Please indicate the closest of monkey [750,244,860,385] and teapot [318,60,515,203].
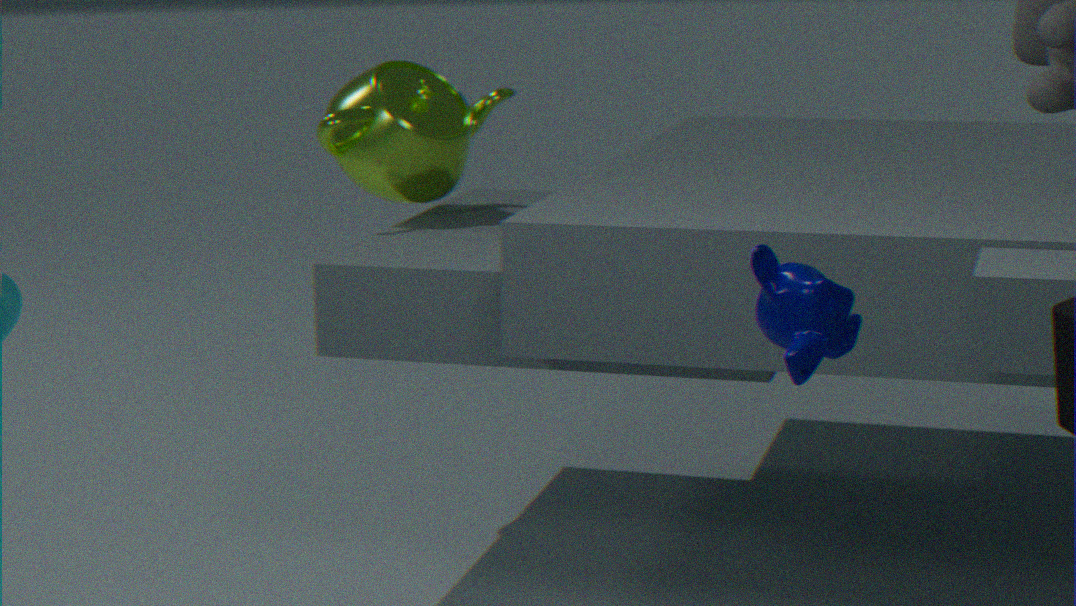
monkey [750,244,860,385]
